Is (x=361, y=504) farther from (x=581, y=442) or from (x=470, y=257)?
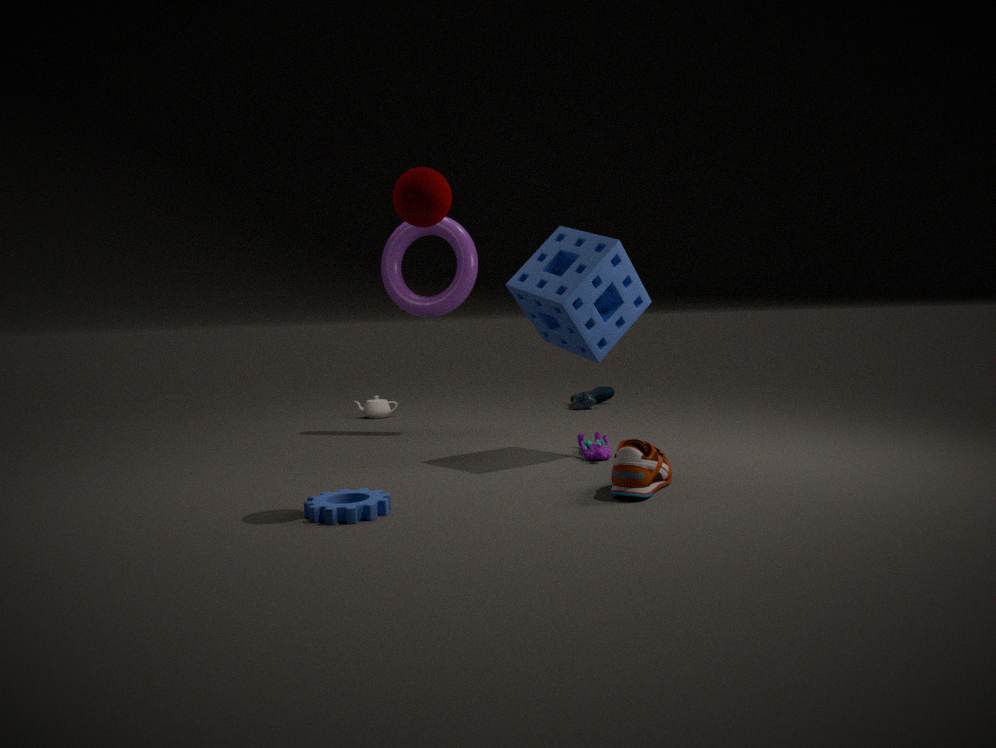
(x=470, y=257)
